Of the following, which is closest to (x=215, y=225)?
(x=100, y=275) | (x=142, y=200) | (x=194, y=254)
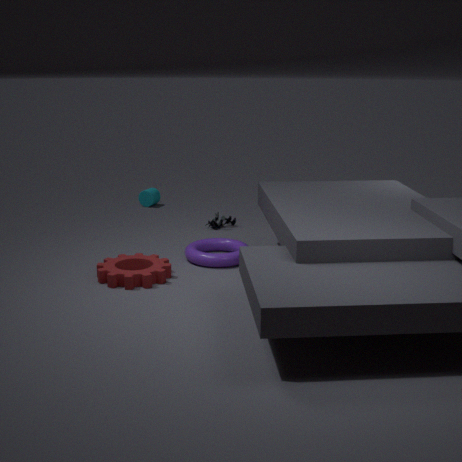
(x=194, y=254)
